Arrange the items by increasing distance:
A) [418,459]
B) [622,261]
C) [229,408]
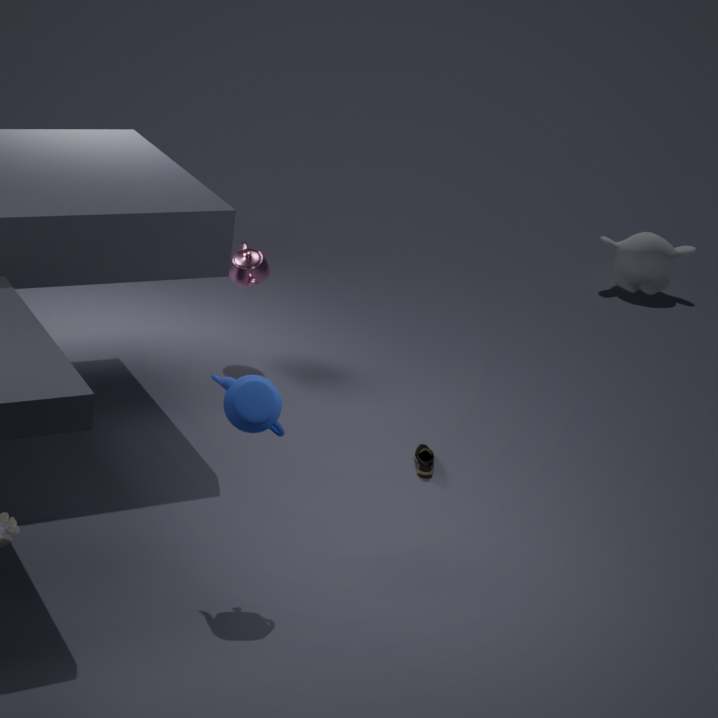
[229,408]
[418,459]
[622,261]
